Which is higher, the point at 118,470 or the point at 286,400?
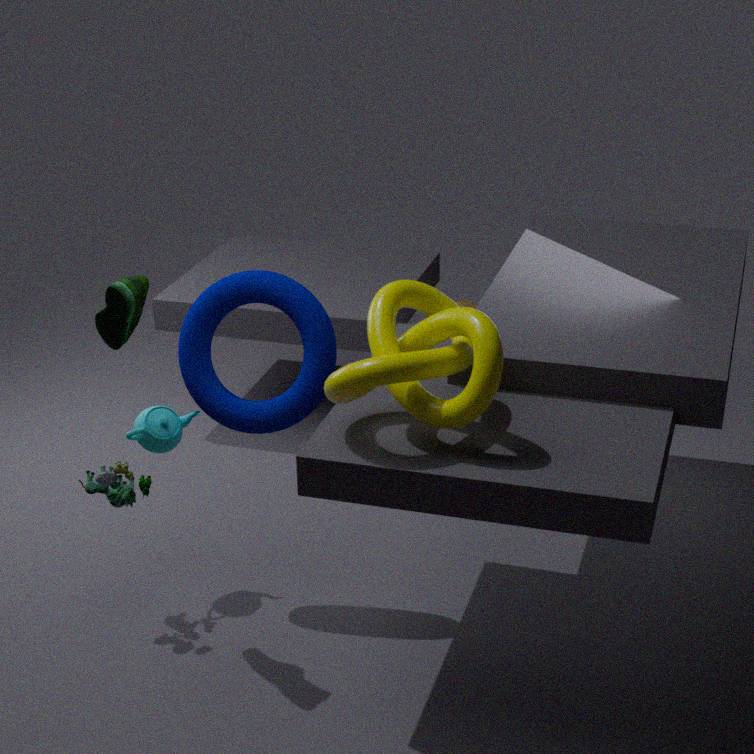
the point at 286,400
